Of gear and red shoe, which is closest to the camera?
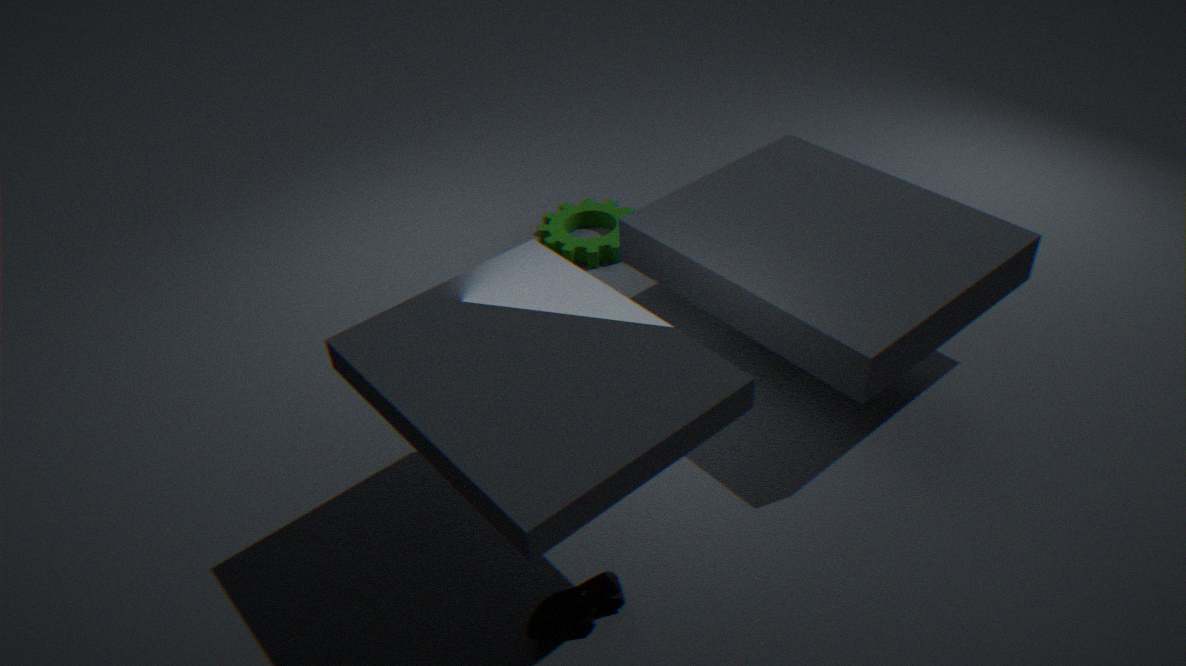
red shoe
